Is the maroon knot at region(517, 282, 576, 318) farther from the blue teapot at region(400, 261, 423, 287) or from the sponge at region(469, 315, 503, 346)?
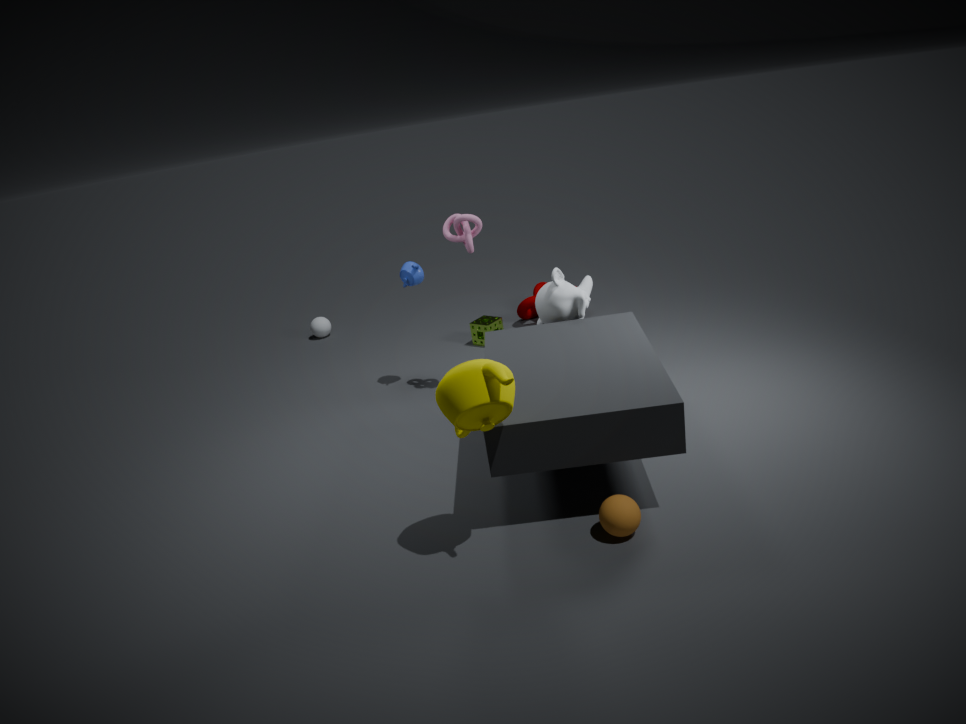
the blue teapot at region(400, 261, 423, 287)
